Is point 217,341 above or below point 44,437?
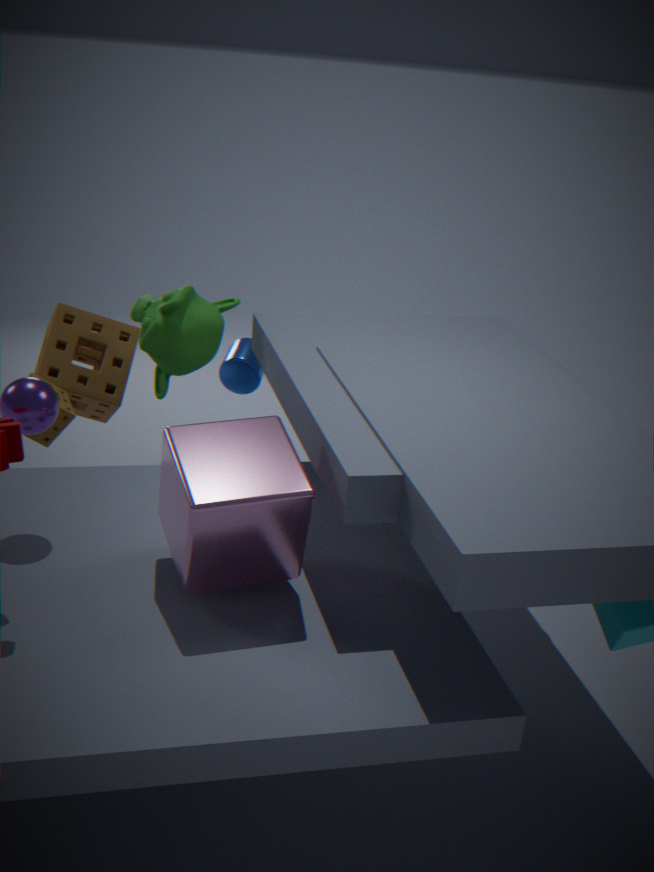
above
